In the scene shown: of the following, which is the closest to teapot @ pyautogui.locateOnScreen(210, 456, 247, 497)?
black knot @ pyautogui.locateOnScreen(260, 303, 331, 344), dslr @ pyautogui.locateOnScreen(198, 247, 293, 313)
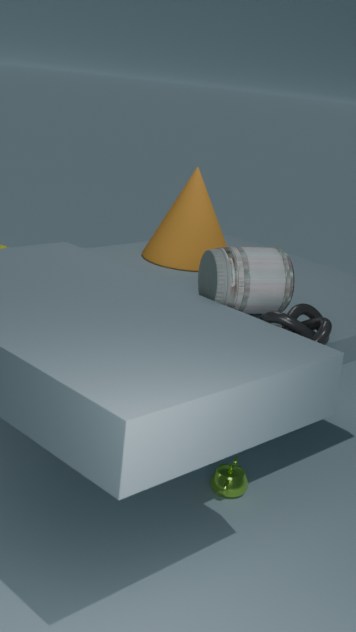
dslr @ pyautogui.locateOnScreen(198, 247, 293, 313)
